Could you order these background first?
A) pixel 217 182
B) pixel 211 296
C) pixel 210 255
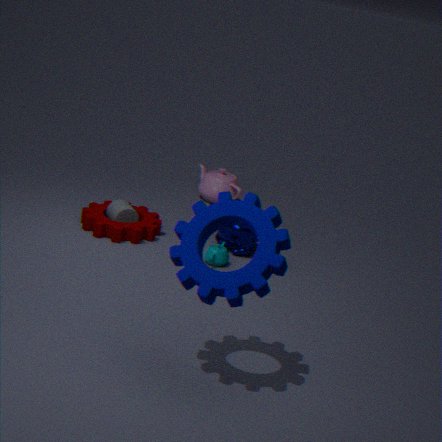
pixel 217 182 < pixel 210 255 < pixel 211 296
